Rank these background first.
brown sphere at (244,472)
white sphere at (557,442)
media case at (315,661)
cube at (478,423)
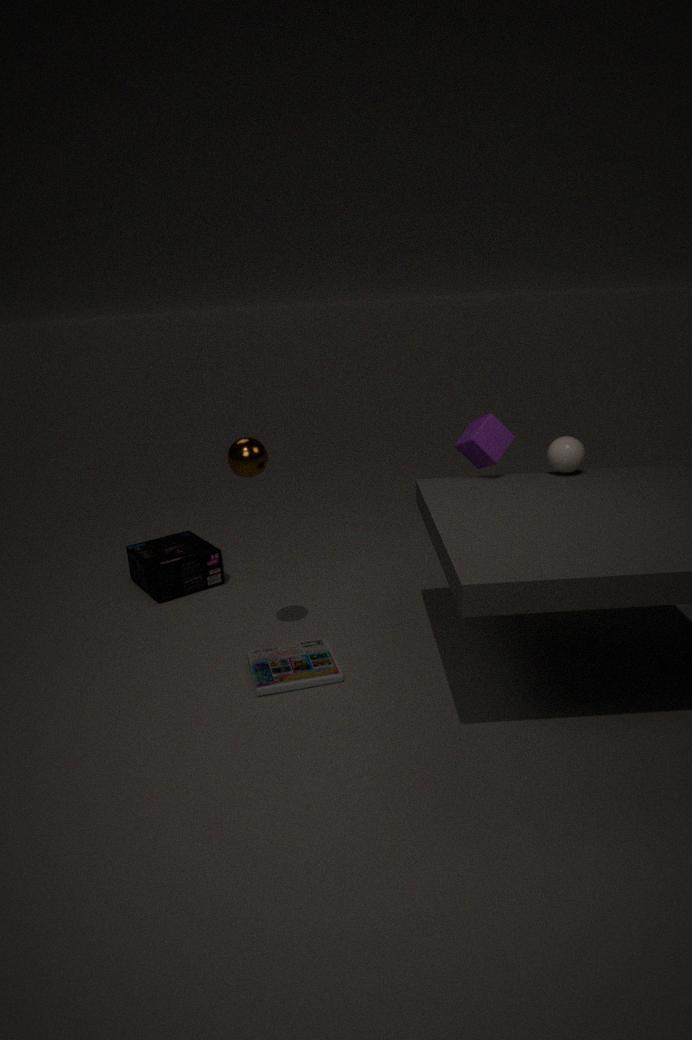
cube at (478,423), white sphere at (557,442), media case at (315,661), brown sphere at (244,472)
